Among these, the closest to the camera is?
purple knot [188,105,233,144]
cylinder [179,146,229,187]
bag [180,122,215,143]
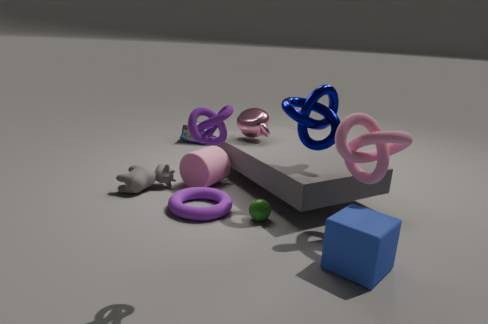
purple knot [188,105,233,144]
